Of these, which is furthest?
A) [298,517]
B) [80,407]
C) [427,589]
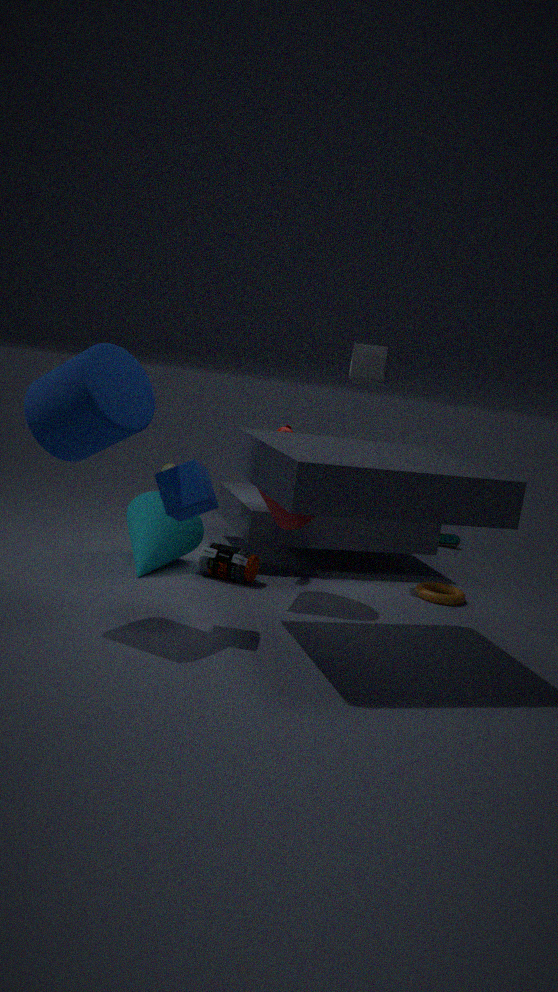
[427,589]
